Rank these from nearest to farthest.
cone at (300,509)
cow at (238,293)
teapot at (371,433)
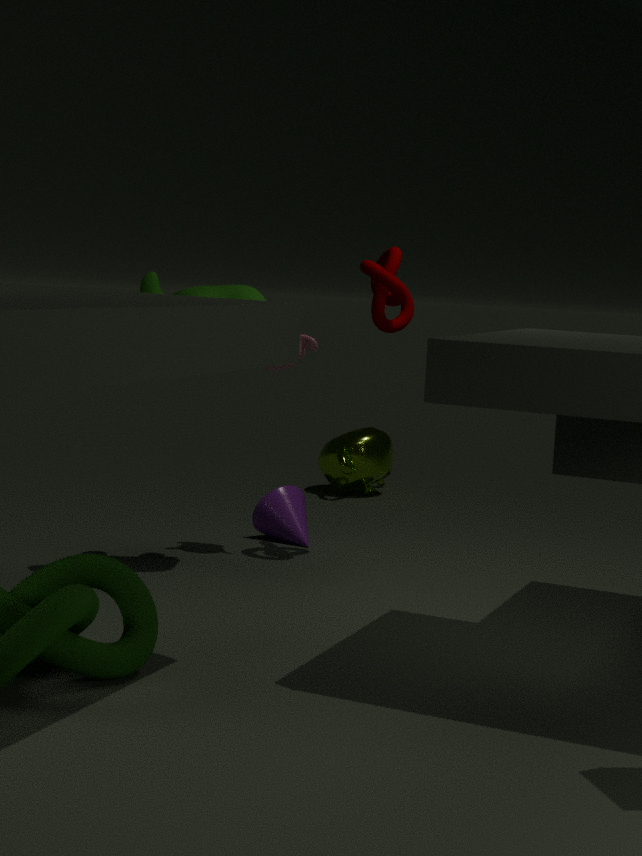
cow at (238,293) → cone at (300,509) → teapot at (371,433)
